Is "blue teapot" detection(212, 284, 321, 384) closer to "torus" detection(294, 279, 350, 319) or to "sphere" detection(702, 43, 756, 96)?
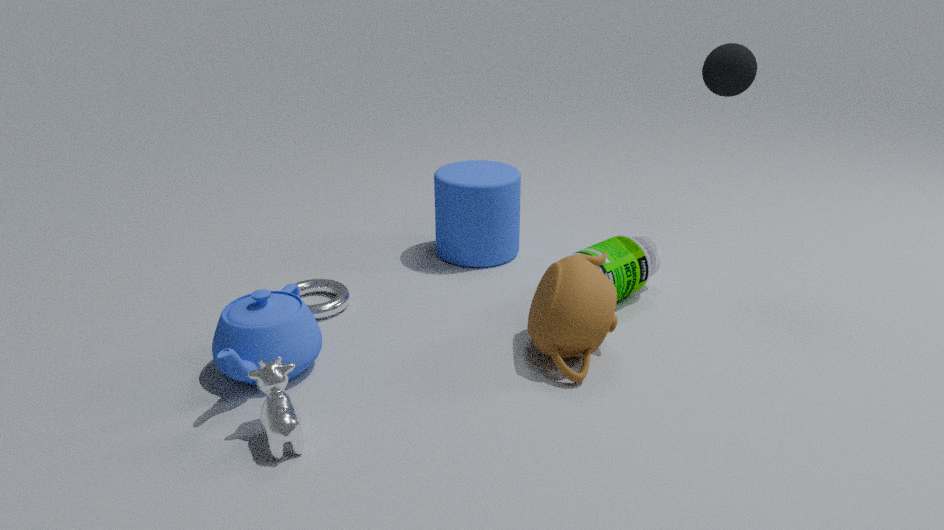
"torus" detection(294, 279, 350, 319)
